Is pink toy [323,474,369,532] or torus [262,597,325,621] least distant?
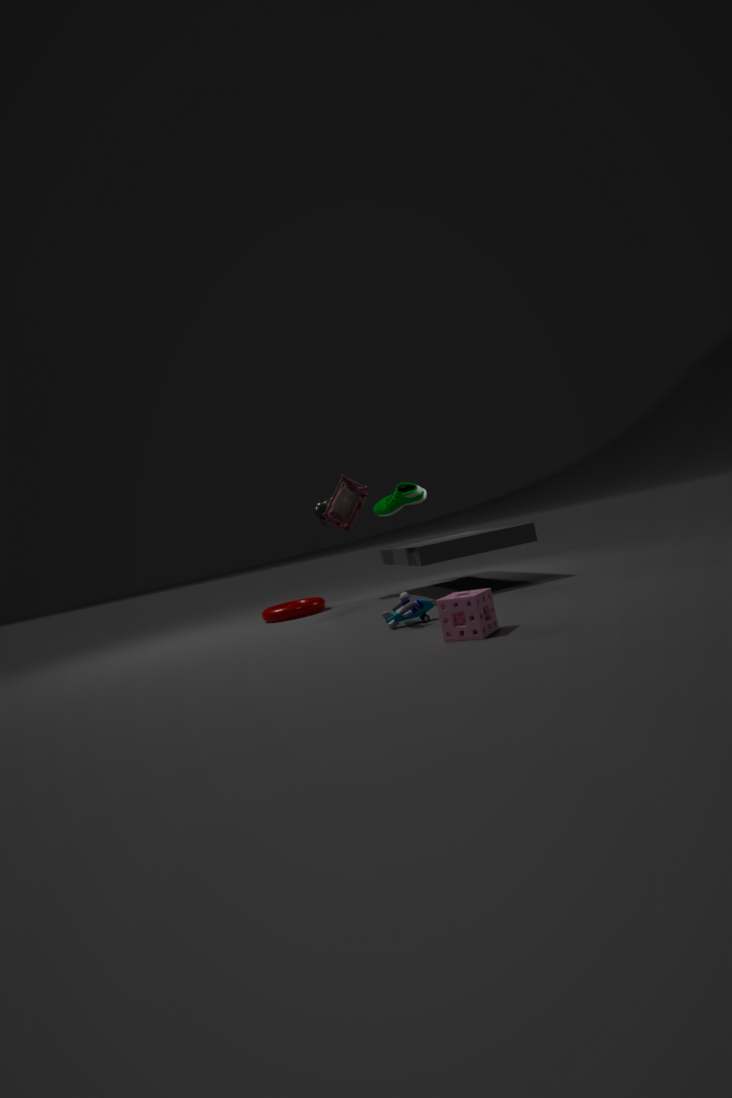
pink toy [323,474,369,532]
